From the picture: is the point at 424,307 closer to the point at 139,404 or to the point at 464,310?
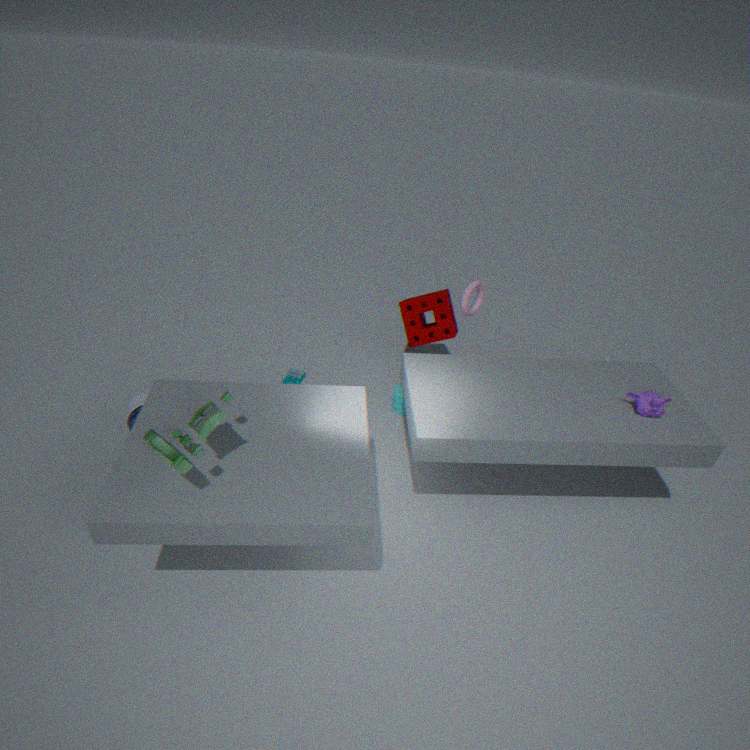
the point at 464,310
